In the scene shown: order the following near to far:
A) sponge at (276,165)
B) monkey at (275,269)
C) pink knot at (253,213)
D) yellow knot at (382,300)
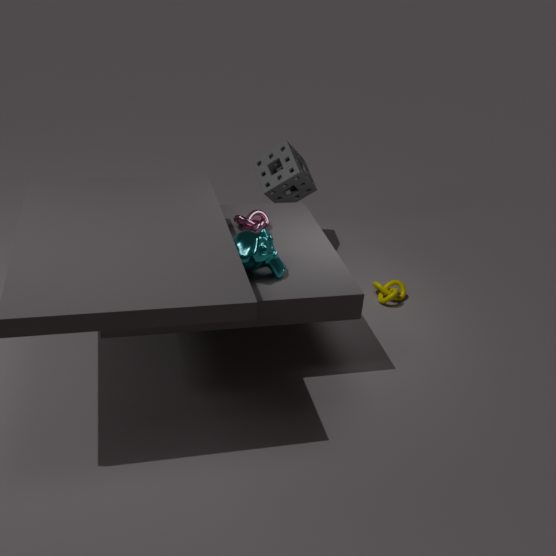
monkey at (275,269) < pink knot at (253,213) < yellow knot at (382,300) < sponge at (276,165)
